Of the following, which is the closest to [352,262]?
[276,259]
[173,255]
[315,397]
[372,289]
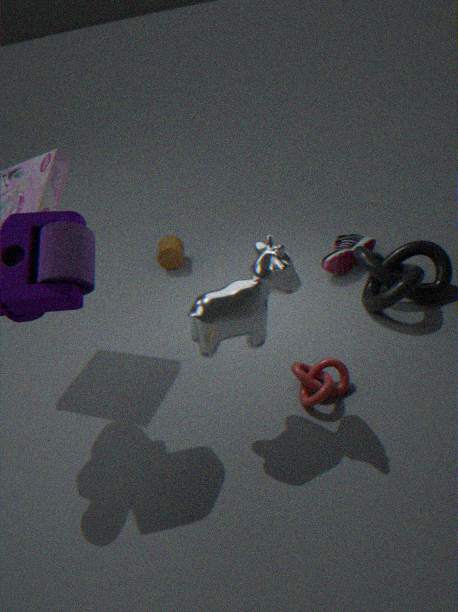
[372,289]
